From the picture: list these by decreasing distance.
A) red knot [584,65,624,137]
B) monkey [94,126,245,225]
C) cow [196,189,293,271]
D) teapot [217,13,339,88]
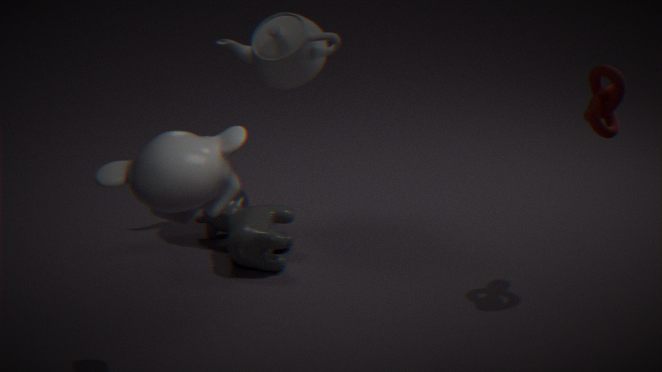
teapot [217,13,339,88]
cow [196,189,293,271]
red knot [584,65,624,137]
monkey [94,126,245,225]
